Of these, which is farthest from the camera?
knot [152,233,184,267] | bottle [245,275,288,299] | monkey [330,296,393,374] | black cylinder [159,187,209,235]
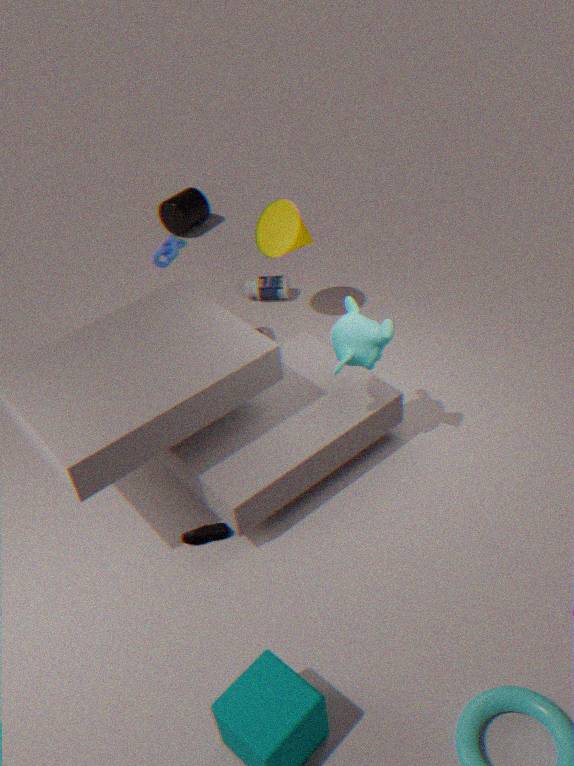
black cylinder [159,187,209,235]
